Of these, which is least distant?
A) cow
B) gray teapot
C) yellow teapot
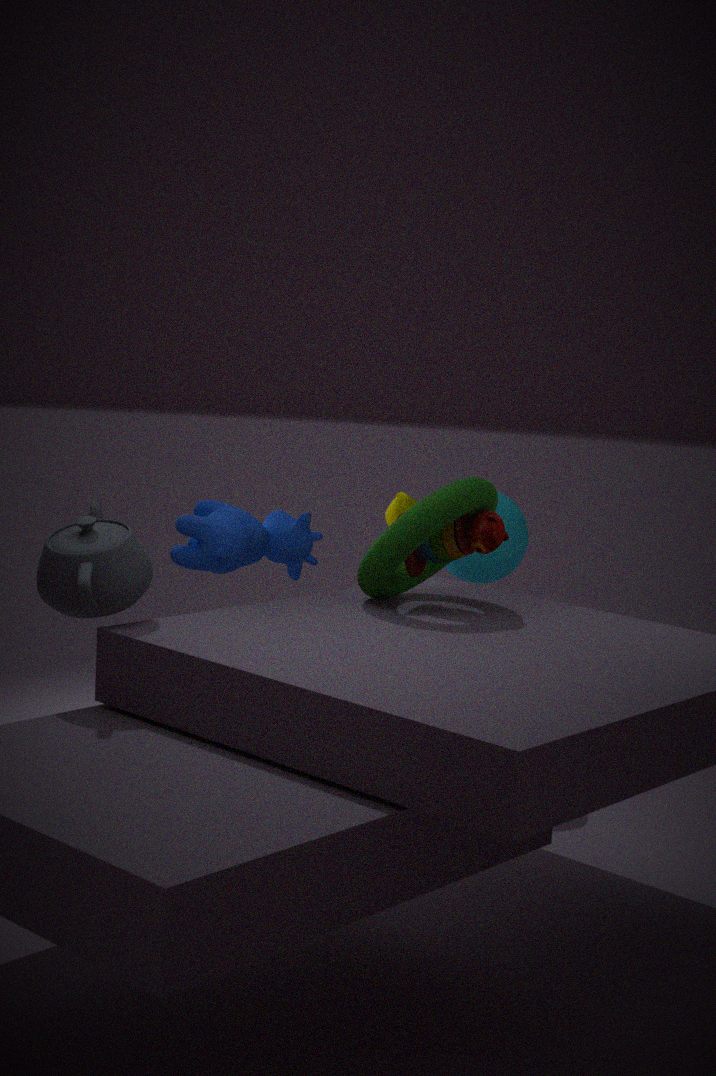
gray teapot
